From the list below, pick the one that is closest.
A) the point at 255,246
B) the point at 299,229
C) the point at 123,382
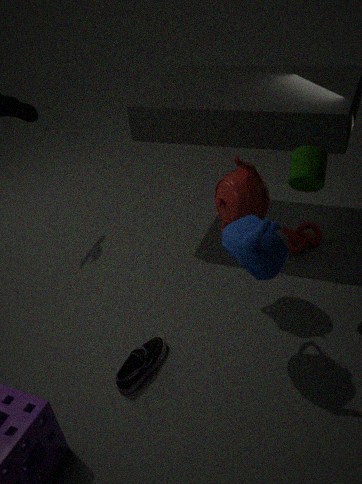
the point at 255,246
